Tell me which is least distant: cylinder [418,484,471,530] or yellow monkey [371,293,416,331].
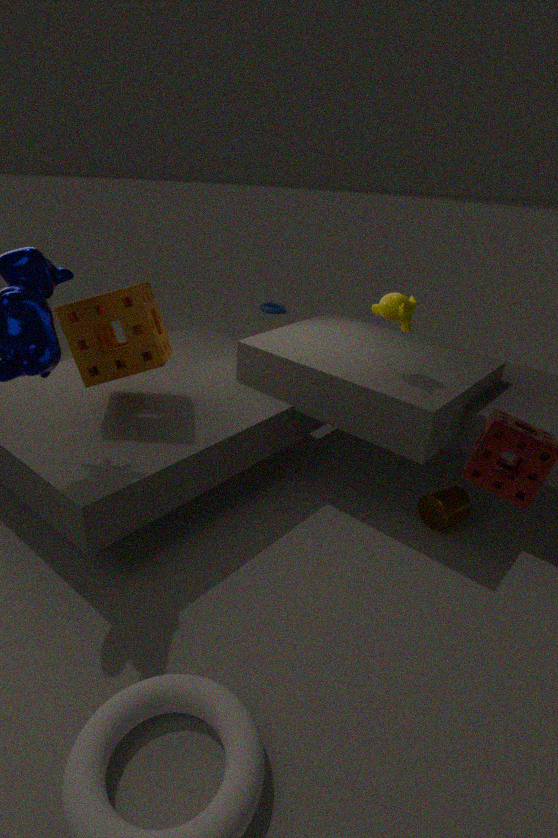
yellow monkey [371,293,416,331]
